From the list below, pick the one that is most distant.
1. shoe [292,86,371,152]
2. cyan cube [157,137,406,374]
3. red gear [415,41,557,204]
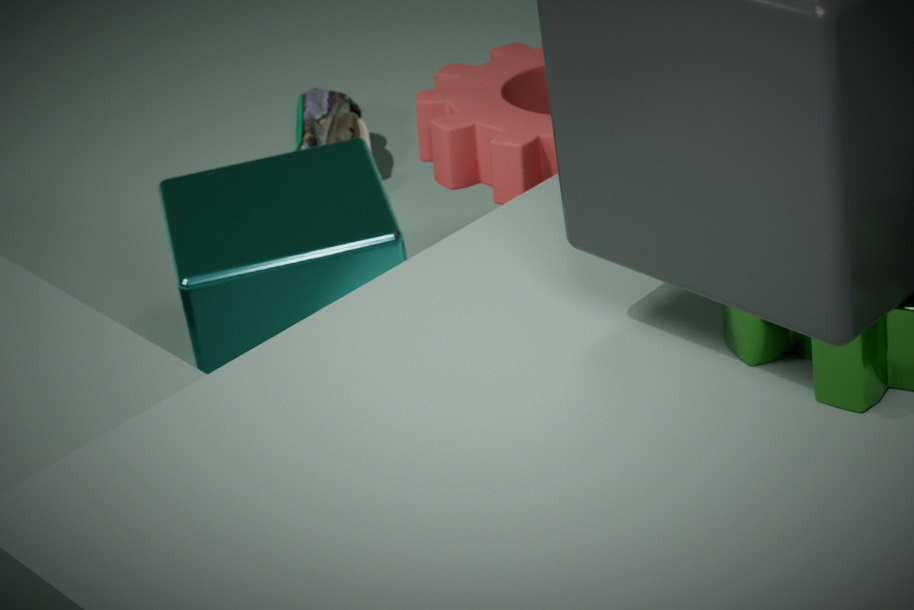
shoe [292,86,371,152]
